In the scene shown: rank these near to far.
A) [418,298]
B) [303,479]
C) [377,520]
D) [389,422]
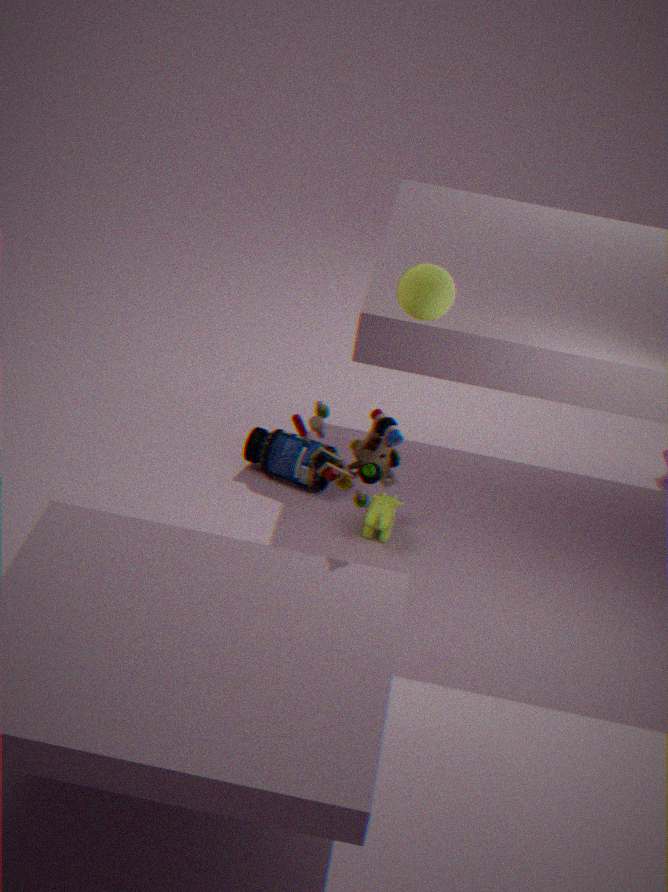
[389,422]
[418,298]
[377,520]
[303,479]
